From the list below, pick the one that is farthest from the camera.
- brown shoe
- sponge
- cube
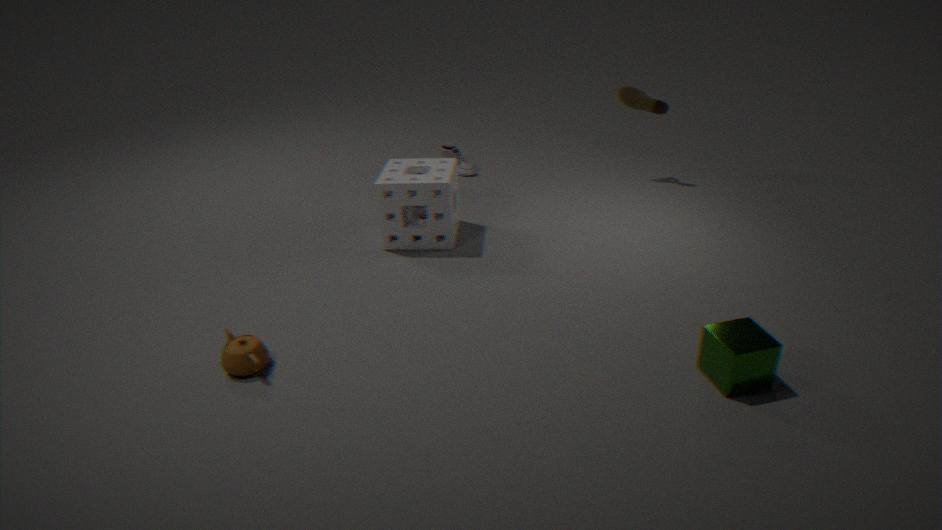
brown shoe
